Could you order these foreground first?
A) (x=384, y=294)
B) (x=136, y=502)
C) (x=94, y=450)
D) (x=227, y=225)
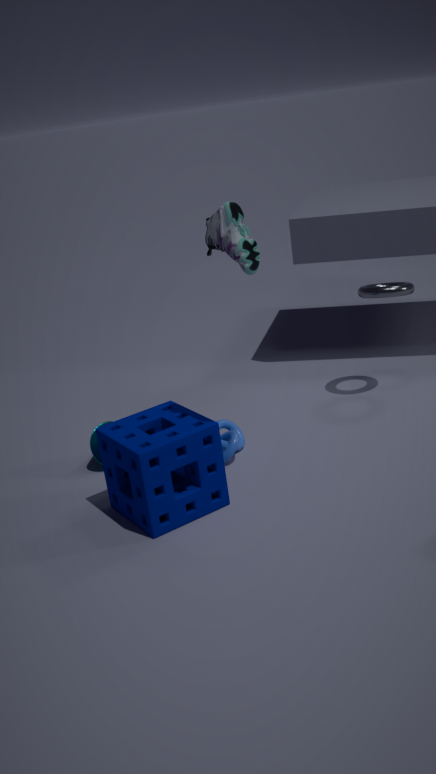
(x=227, y=225), (x=136, y=502), (x=94, y=450), (x=384, y=294)
